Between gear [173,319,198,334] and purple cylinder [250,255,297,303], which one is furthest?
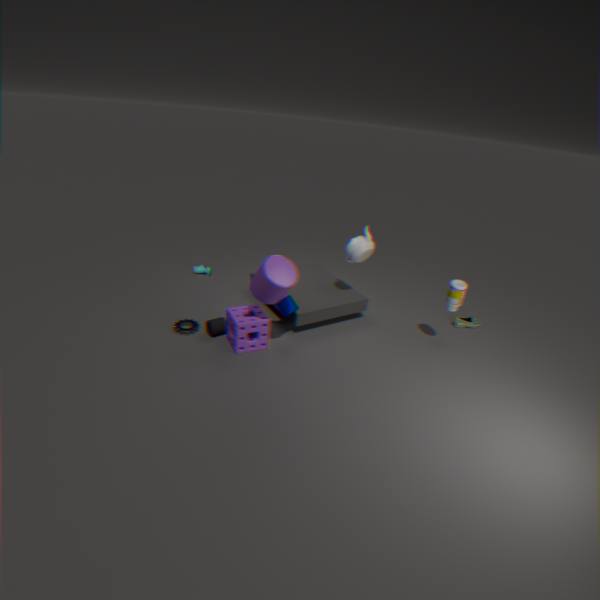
gear [173,319,198,334]
